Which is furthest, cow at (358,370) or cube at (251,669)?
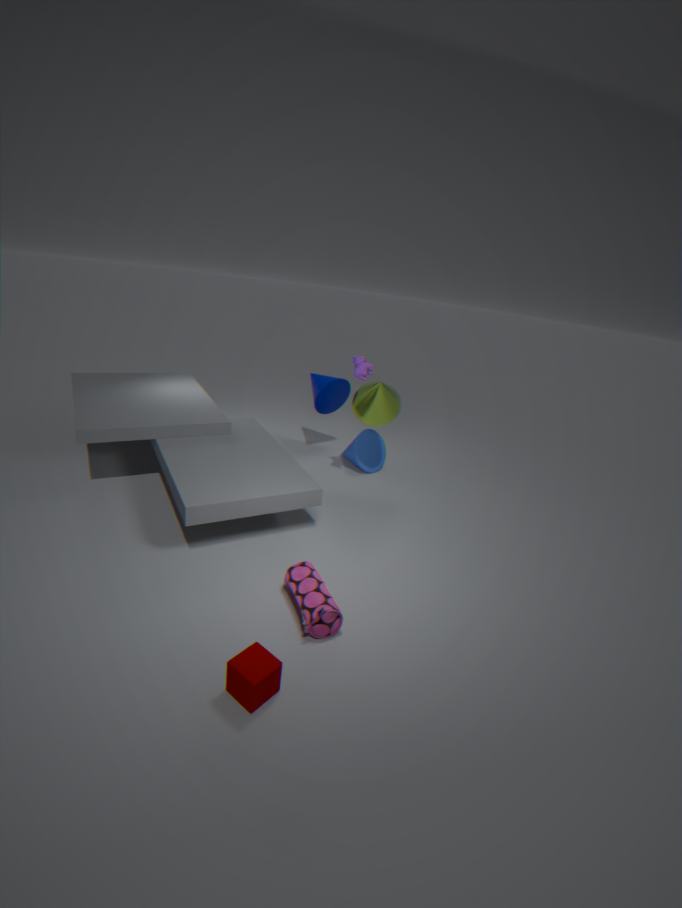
cow at (358,370)
